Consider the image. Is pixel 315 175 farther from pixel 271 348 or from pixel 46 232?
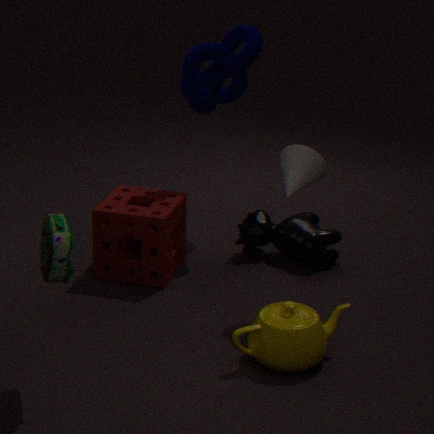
pixel 46 232
